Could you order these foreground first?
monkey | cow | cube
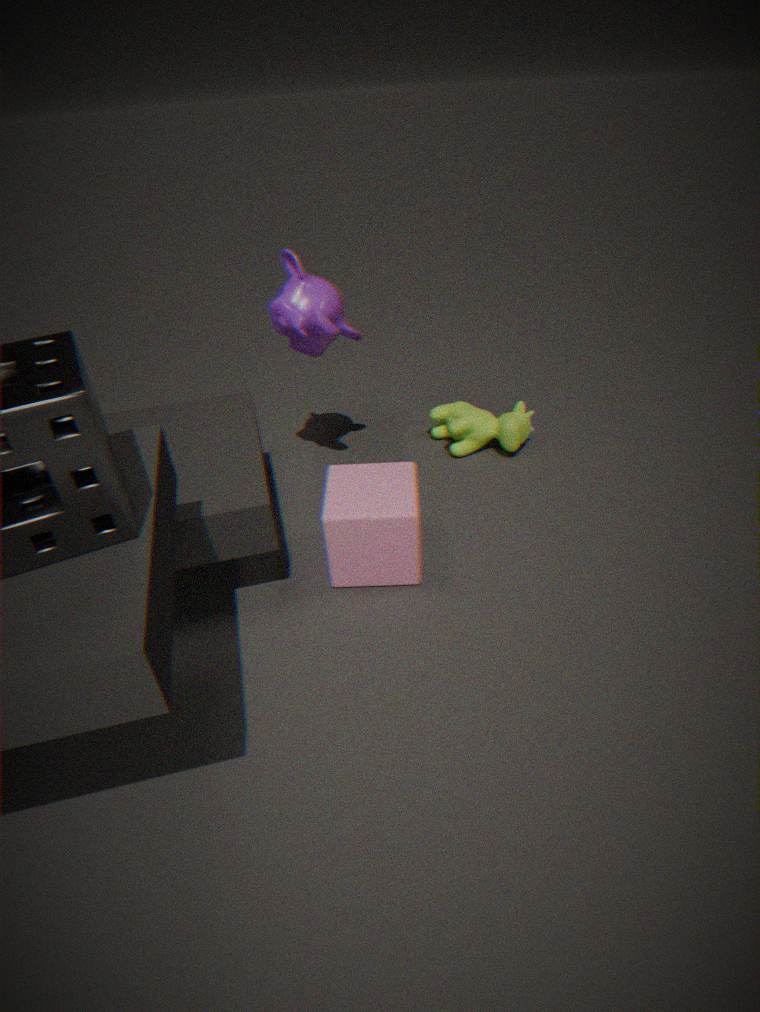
cube, monkey, cow
